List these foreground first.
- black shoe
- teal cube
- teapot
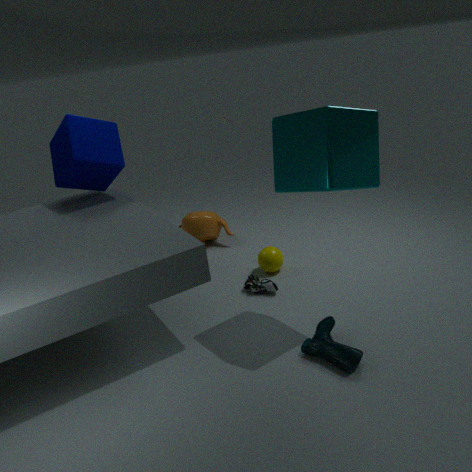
teal cube
black shoe
teapot
